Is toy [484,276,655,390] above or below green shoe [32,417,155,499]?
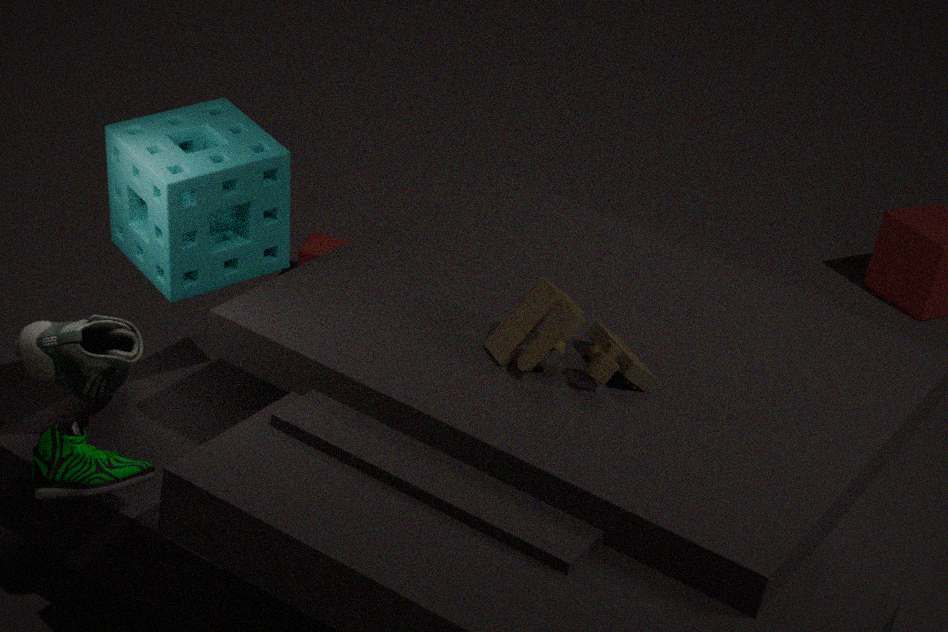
above
